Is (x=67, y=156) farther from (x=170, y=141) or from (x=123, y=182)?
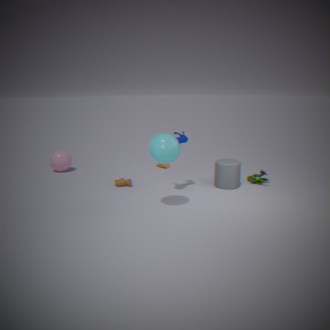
(x=170, y=141)
